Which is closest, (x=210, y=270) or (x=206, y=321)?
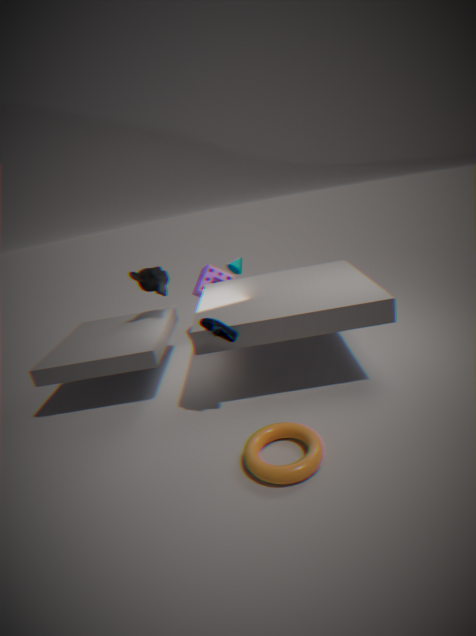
(x=206, y=321)
